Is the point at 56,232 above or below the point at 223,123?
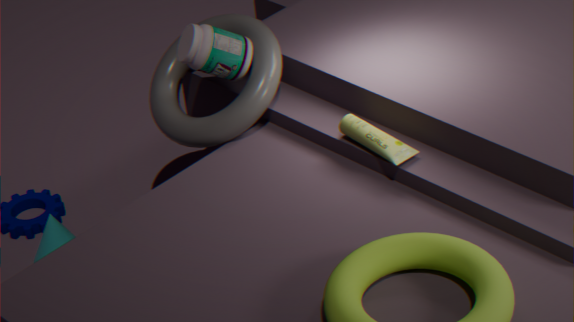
below
